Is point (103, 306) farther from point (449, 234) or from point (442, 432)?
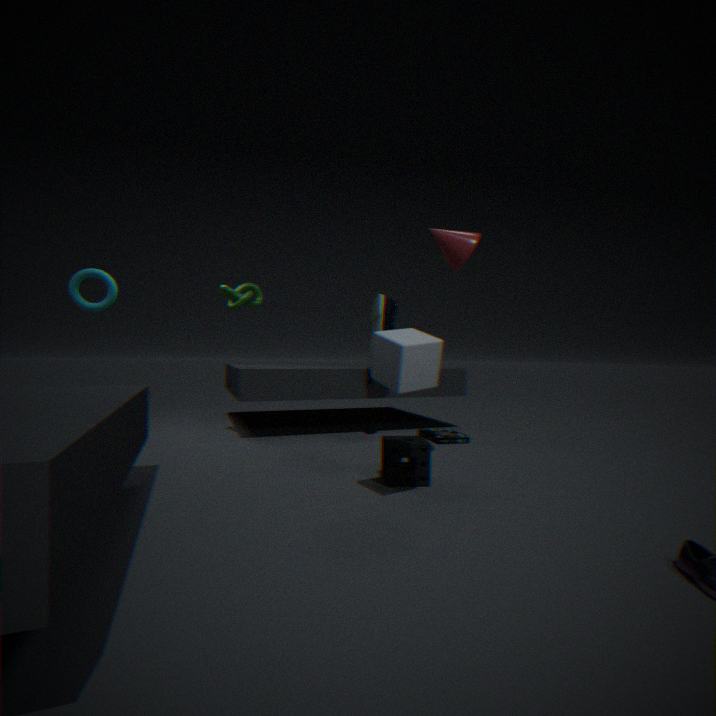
point (442, 432)
